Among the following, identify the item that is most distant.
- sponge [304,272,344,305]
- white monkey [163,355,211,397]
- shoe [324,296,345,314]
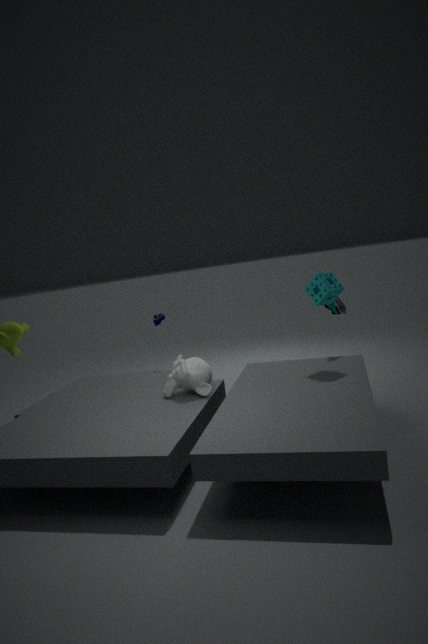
shoe [324,296,345,314]
